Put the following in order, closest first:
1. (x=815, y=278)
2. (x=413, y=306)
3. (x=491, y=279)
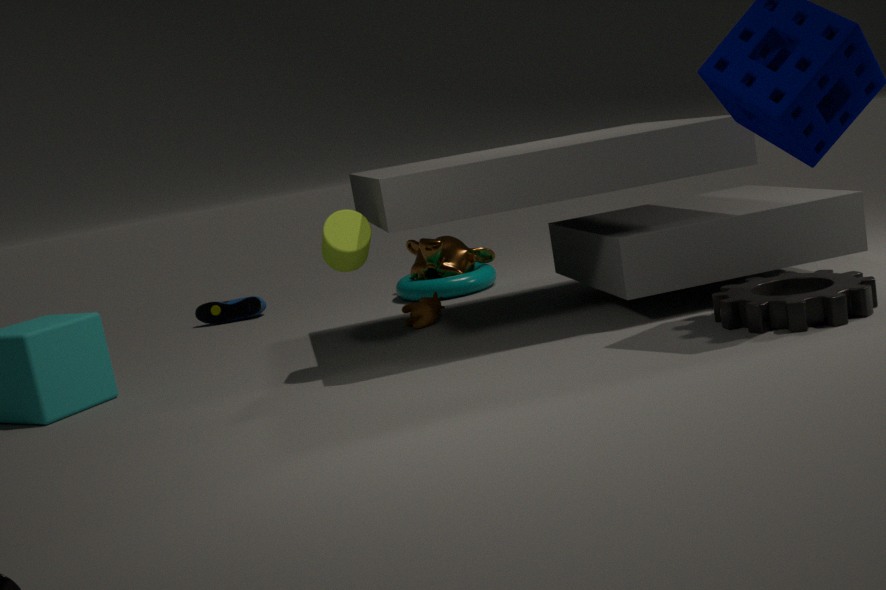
(x=815, y=278) < (x=413, y=306) < (x=491, y=279)
